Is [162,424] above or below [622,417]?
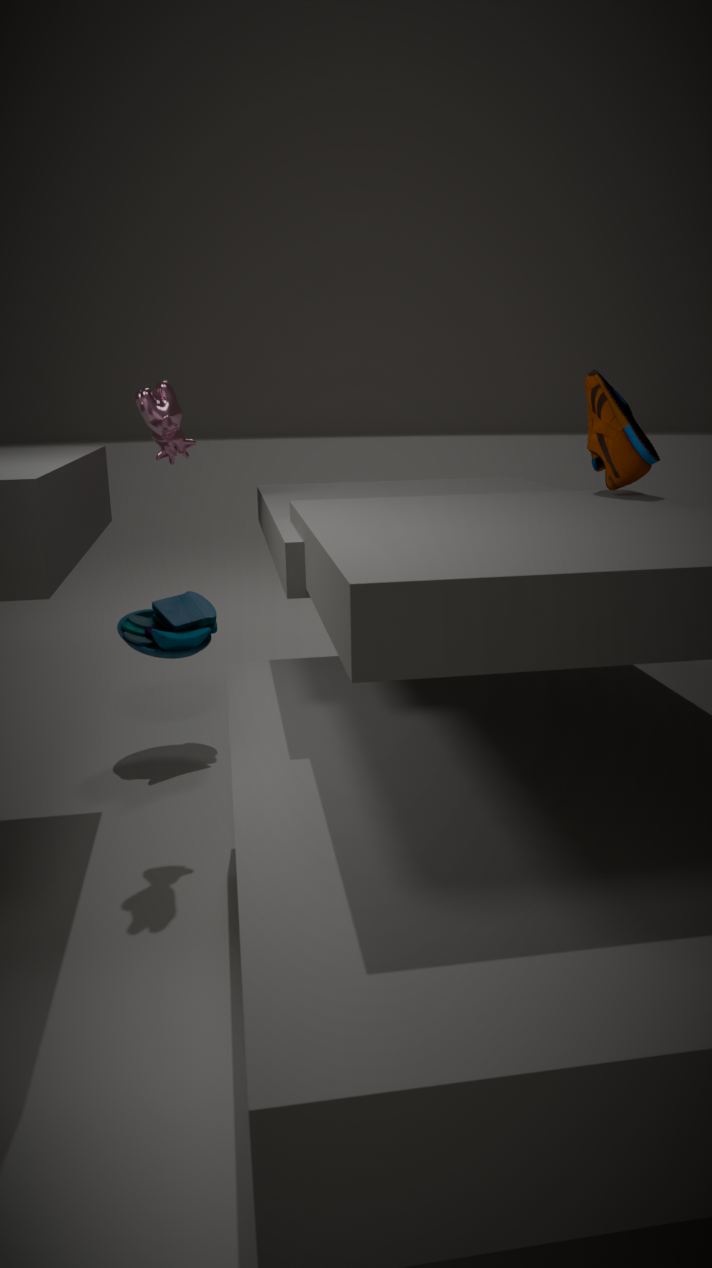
above
